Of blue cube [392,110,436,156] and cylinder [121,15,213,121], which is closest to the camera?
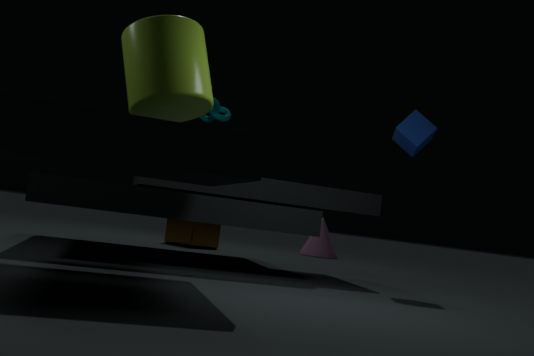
cylinder [121,15,213,121]
